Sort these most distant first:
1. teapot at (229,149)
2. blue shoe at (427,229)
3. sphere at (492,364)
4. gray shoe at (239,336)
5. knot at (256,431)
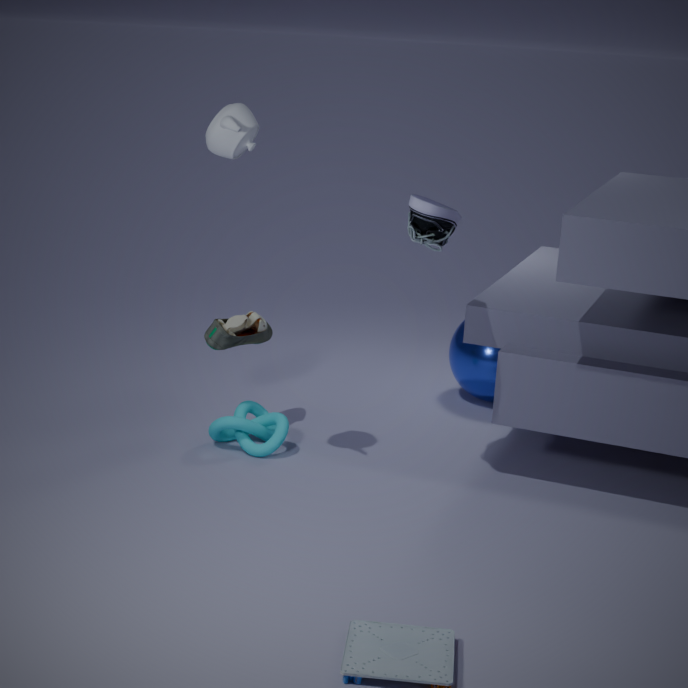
sphere at (492,364) → gray shoe at (239,336) → knot at (256,431) → teapot at (229,149) → blue shoe at (427,229)
